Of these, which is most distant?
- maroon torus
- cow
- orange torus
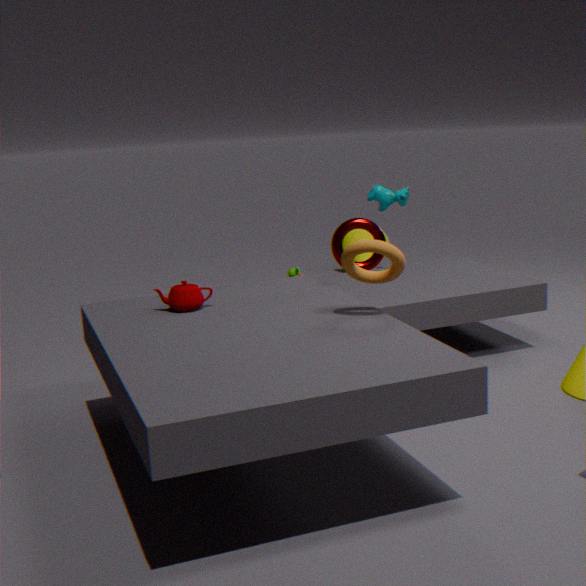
cow
